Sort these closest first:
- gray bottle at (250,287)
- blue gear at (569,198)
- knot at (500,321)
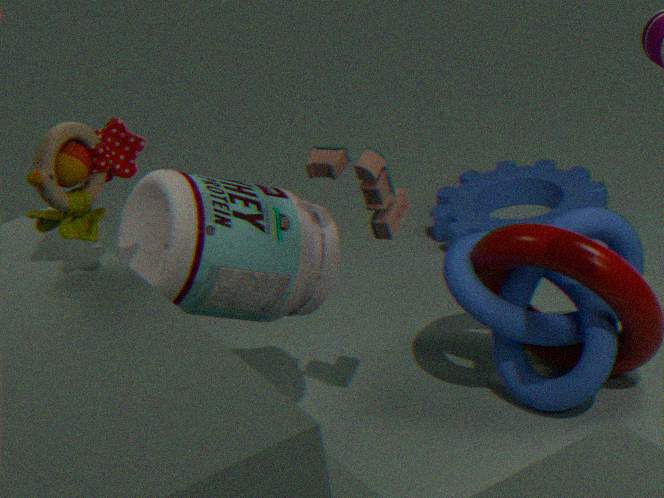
1. gray bottle at (250,287)
2. knot at (500,321)
3. blue gear at (569,198)
